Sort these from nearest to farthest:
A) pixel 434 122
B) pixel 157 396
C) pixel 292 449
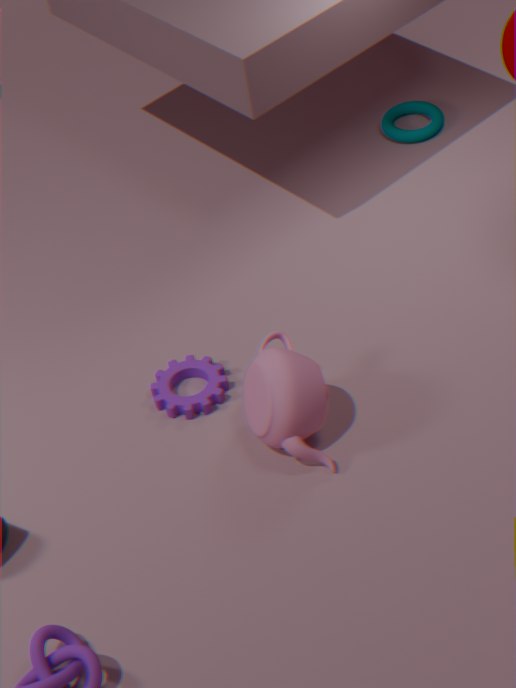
1. pixel 292 449
2. pixel 157 396
3. pixel 434 122
